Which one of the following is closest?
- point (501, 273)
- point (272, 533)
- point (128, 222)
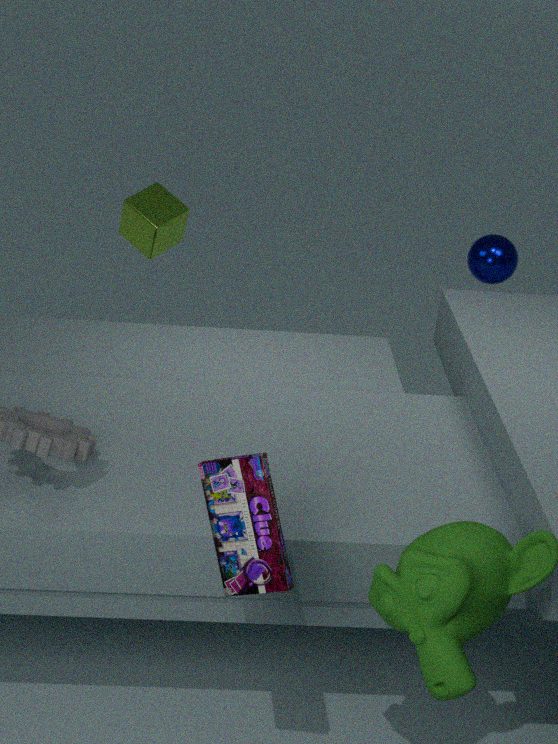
point (272, 533)
